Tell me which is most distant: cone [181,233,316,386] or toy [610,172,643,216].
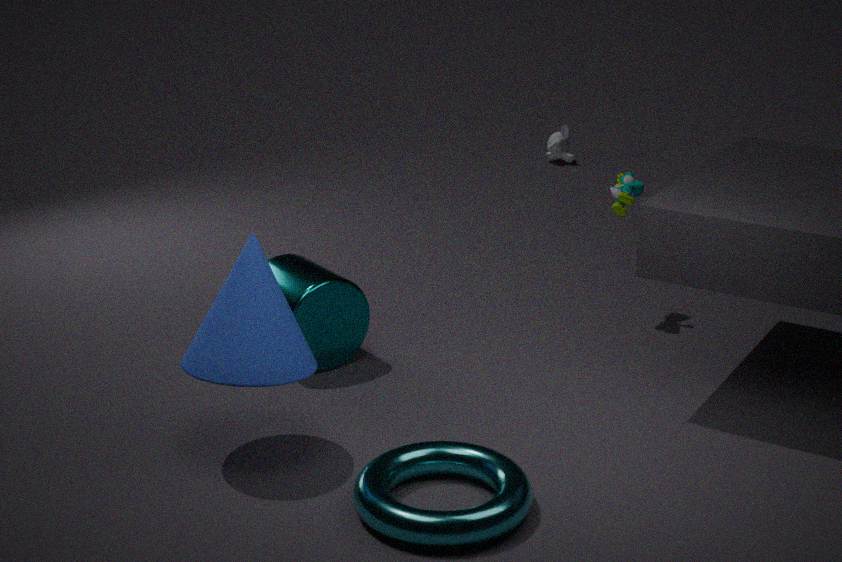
toy [610,172,643,216]
